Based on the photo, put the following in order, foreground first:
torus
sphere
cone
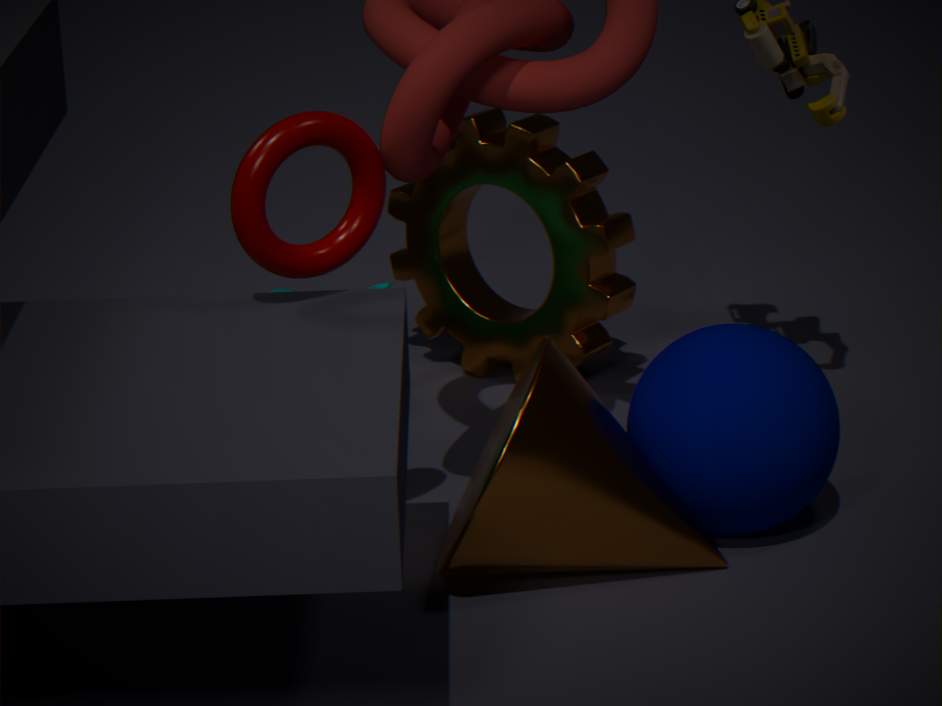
torus
cone
sphere
